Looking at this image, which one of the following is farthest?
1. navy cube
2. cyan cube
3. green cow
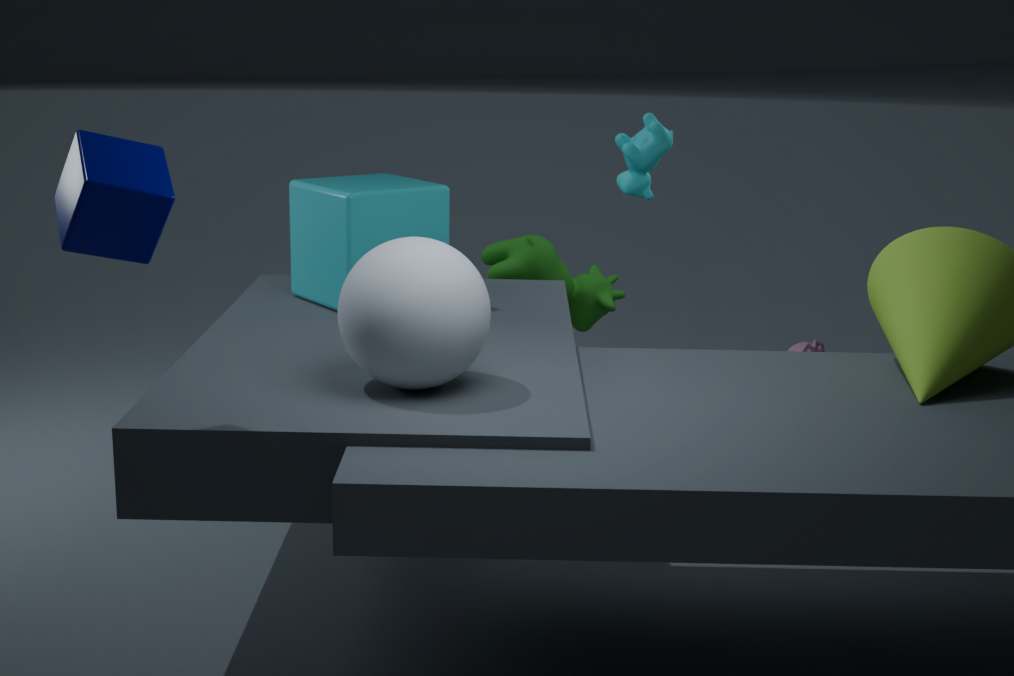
green cow
